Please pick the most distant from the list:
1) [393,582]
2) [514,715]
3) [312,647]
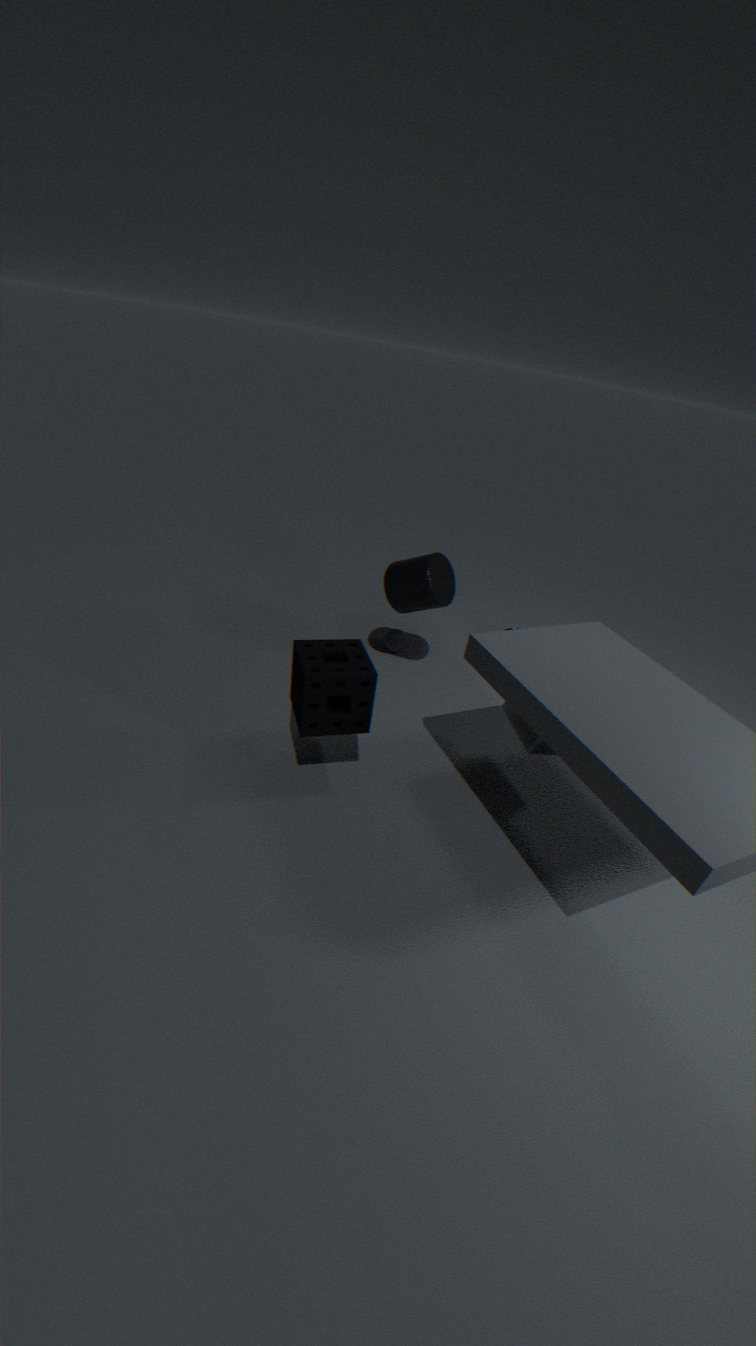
1. [393,582]
